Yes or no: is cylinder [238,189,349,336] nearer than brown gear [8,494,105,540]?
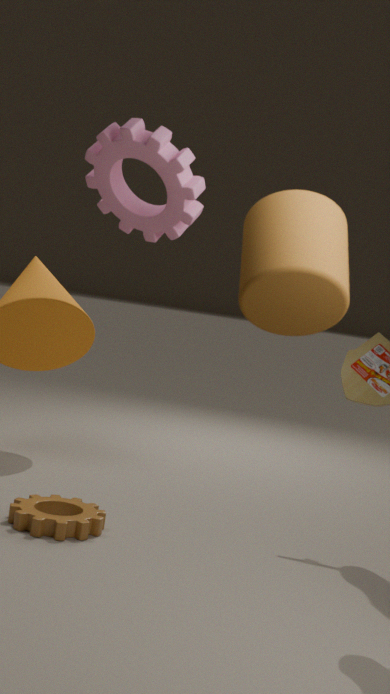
Yes
